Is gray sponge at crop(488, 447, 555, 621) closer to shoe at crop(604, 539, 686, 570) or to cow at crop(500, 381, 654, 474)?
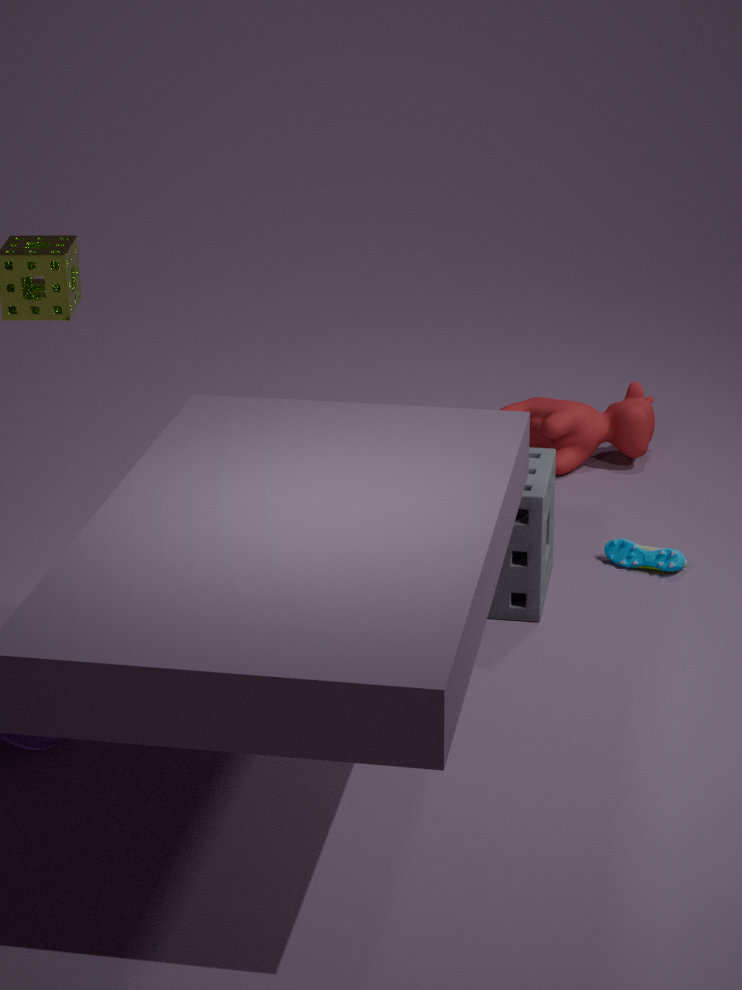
shoe at crop(604, 539, 686, 570)
